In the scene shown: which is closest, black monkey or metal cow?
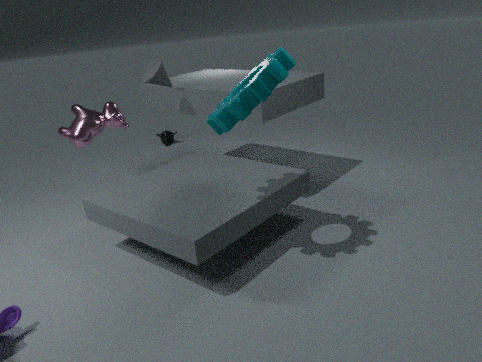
metal cow
